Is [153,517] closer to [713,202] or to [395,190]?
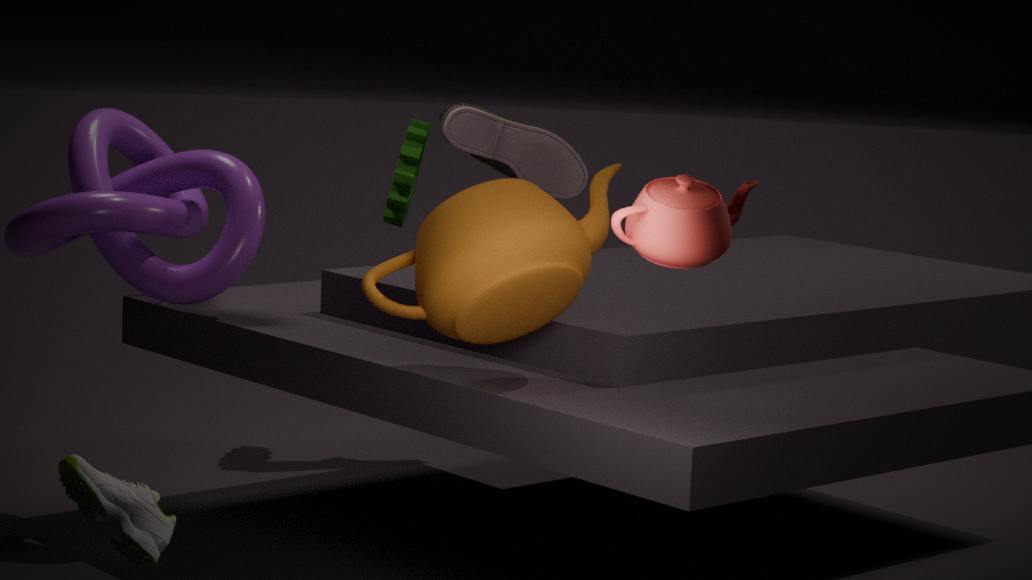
[713,202]
